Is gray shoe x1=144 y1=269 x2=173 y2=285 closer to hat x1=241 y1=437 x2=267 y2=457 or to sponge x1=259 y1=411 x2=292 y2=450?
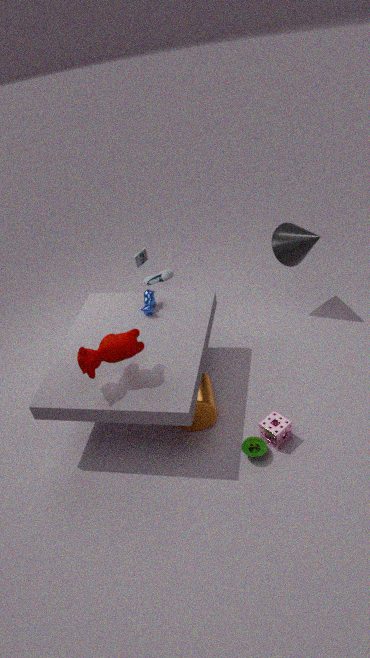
sponge x1=259 y1=411 x2=292 y2=450
